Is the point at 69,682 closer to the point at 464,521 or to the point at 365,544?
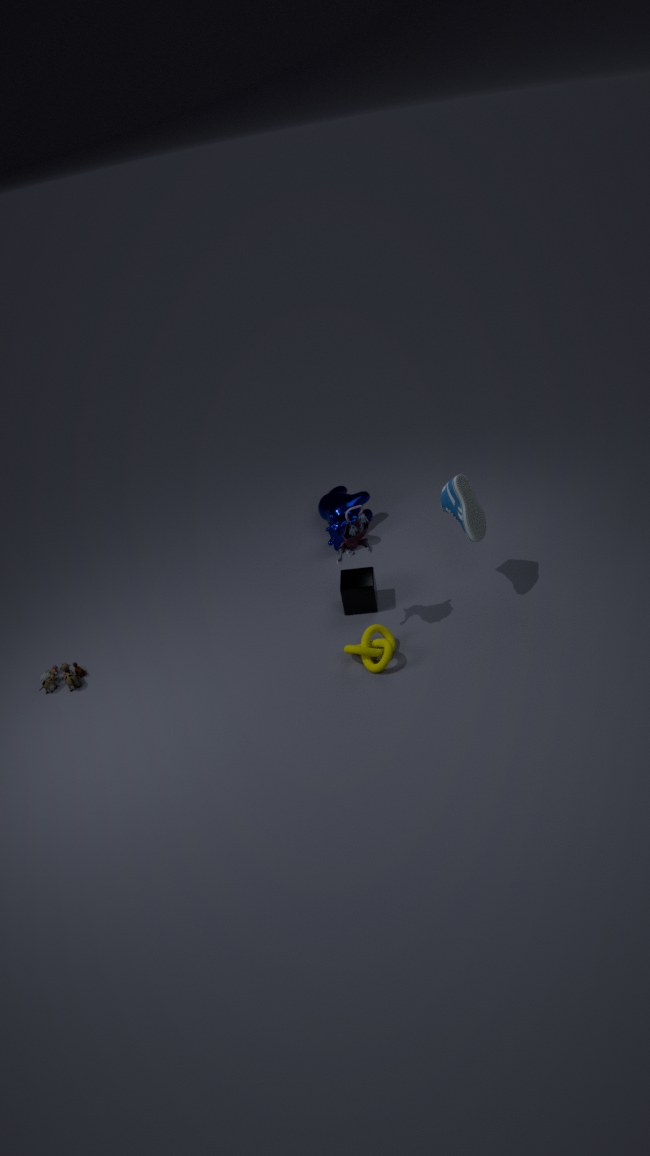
the point at 365,544
